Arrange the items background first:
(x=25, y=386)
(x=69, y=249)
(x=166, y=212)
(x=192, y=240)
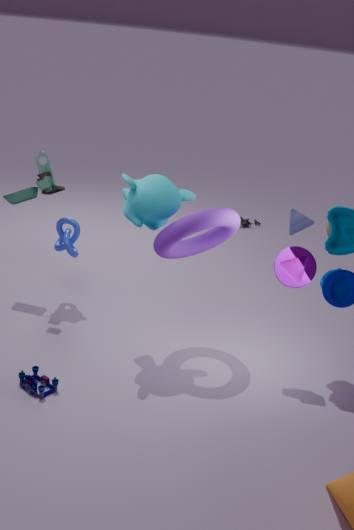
(x=69, y=249) → (x=192, y=240) → (x=166, y=212) → (x=25, y=386)
